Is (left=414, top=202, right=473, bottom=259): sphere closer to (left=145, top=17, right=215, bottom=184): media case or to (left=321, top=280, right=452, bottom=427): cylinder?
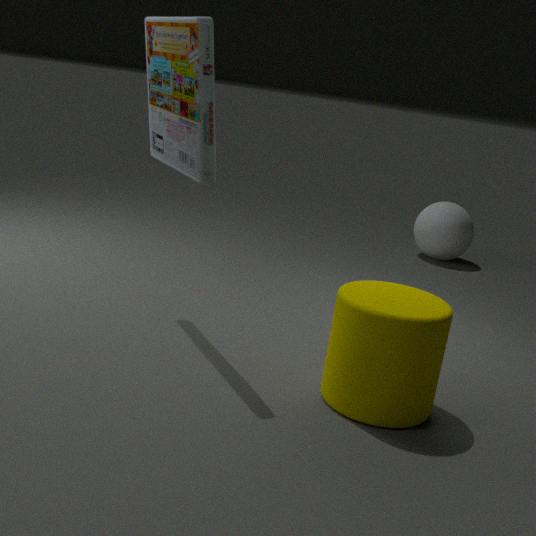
(left=321, top=280, right=452, bottom=427): cylinder
